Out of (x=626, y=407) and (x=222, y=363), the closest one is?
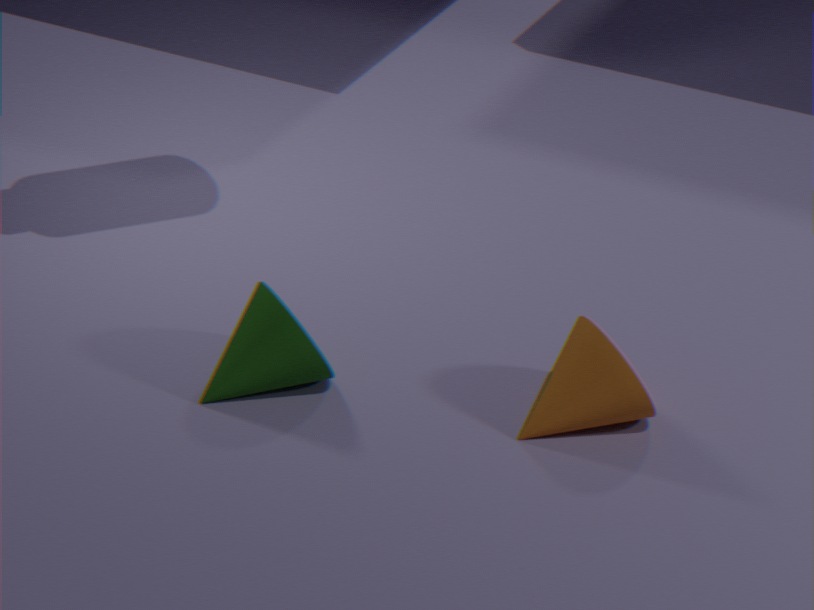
(x=626, y=407)
